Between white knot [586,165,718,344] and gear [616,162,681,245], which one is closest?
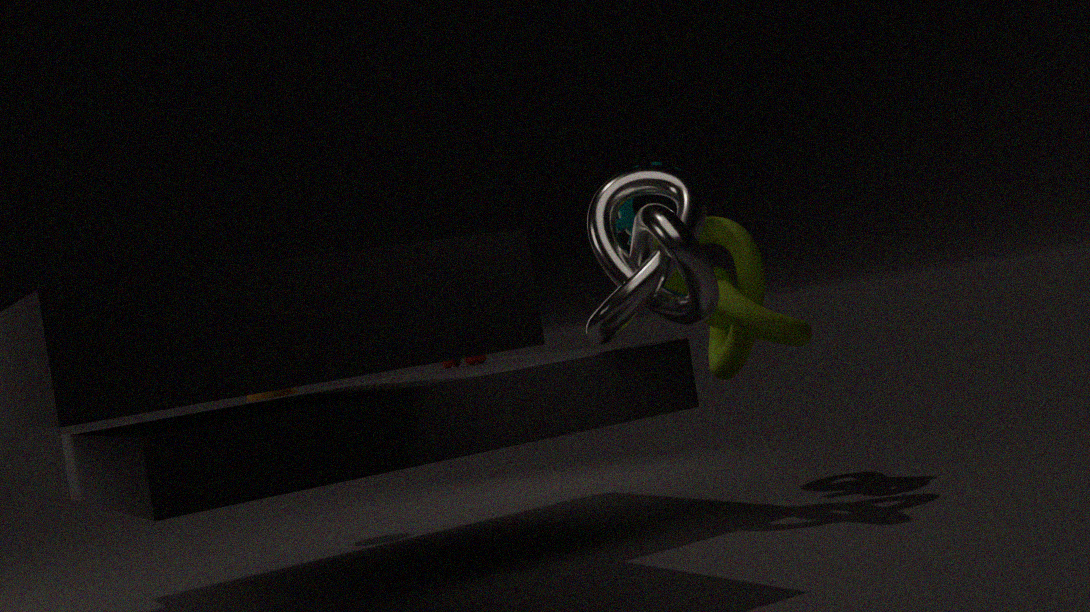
white knot [586,165,718,344]
